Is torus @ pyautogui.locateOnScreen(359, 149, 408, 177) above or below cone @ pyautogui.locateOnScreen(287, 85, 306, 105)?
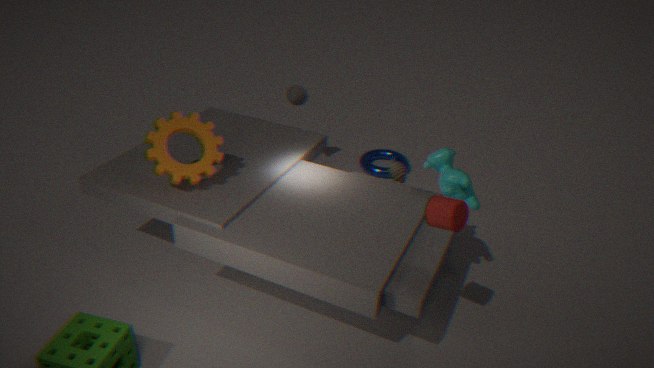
below
